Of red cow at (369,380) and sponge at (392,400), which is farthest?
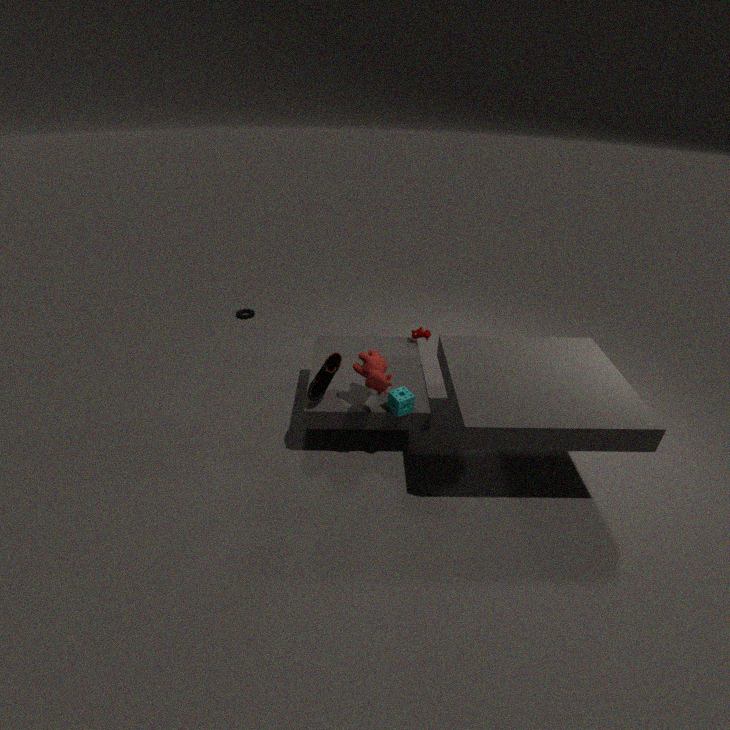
sponge at (392,400)
